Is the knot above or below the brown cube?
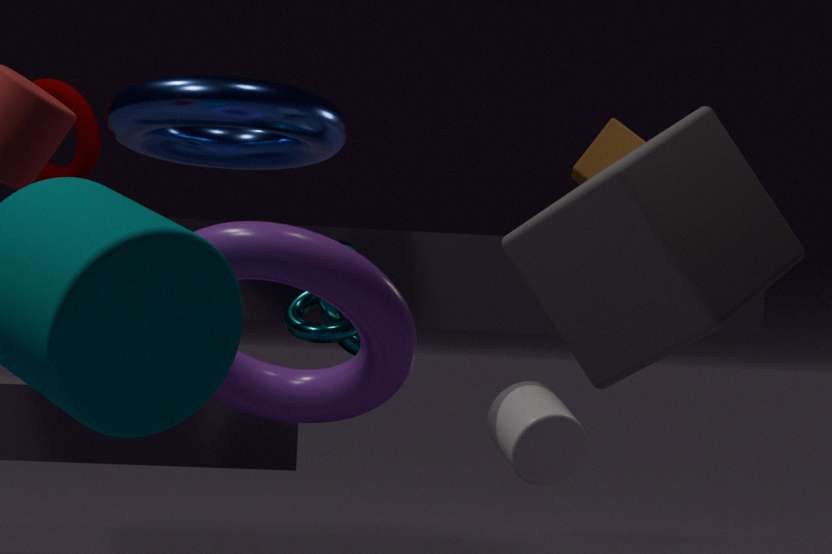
below
